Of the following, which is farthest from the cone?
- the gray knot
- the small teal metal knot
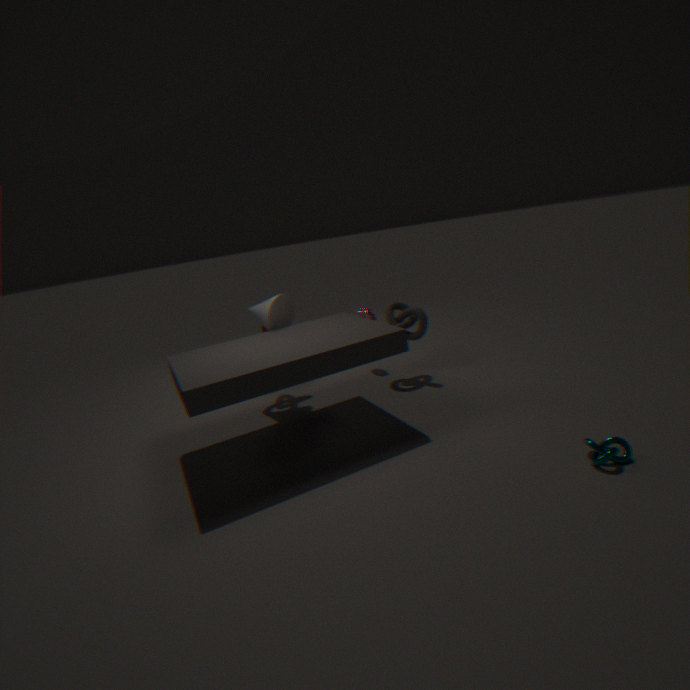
the small teal metal knot
